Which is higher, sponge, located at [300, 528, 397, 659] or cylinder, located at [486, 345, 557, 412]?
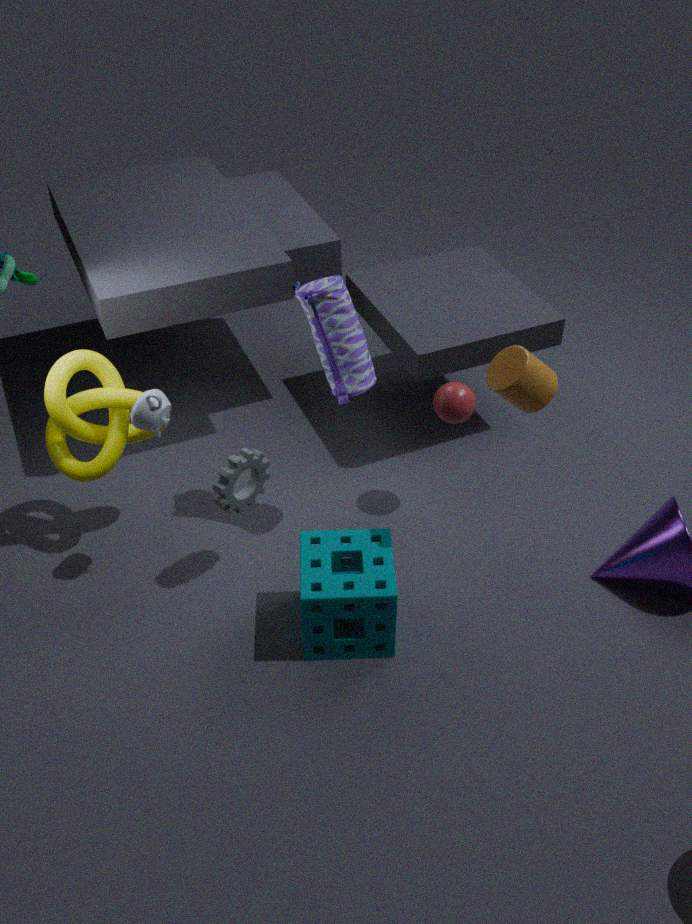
cylinder, located at [486, 345, 557, 412]
